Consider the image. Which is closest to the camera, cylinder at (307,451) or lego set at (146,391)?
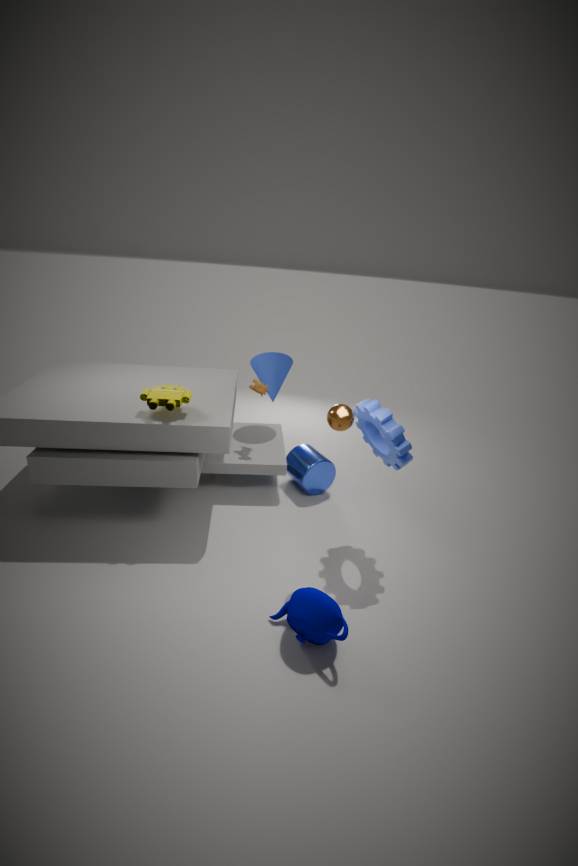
lego set at (146,391)
